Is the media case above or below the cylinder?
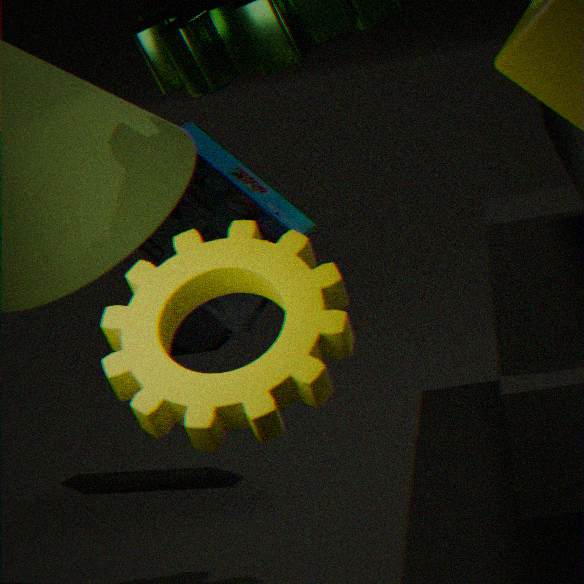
above
